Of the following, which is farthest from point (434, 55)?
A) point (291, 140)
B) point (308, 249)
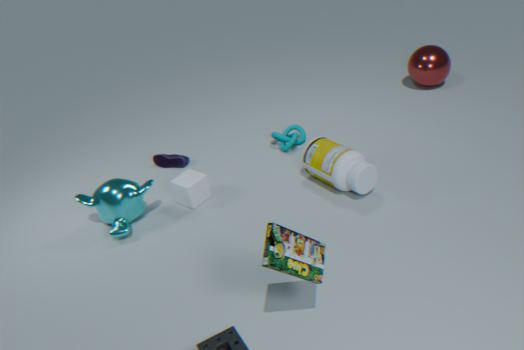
point (308, 249)
